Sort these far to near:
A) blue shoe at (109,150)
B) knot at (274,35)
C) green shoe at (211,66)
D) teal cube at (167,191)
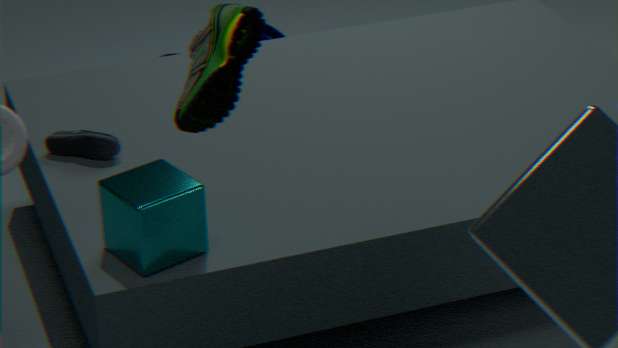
knot at (274,35), blue shoe at (109,150), teal cube at (167,191), green shoe at (211,66)
